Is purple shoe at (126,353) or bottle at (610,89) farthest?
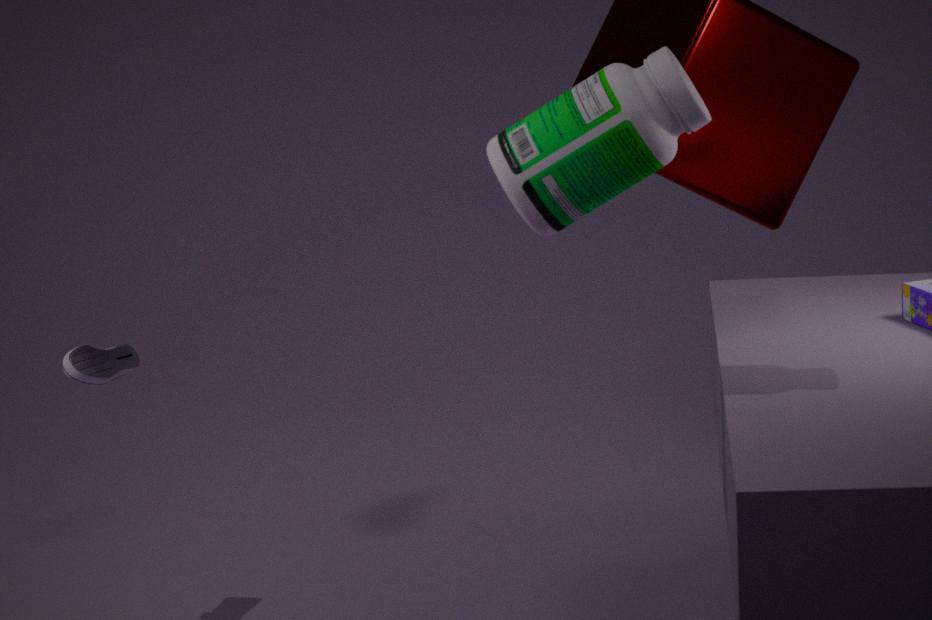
purple shoe at (126,353)
